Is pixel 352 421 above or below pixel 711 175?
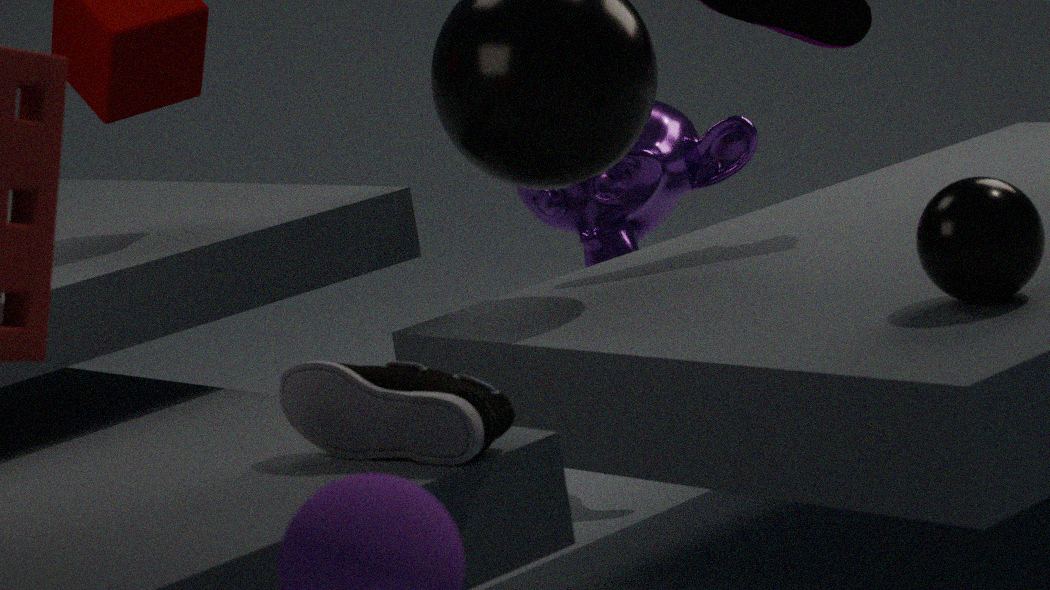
below
